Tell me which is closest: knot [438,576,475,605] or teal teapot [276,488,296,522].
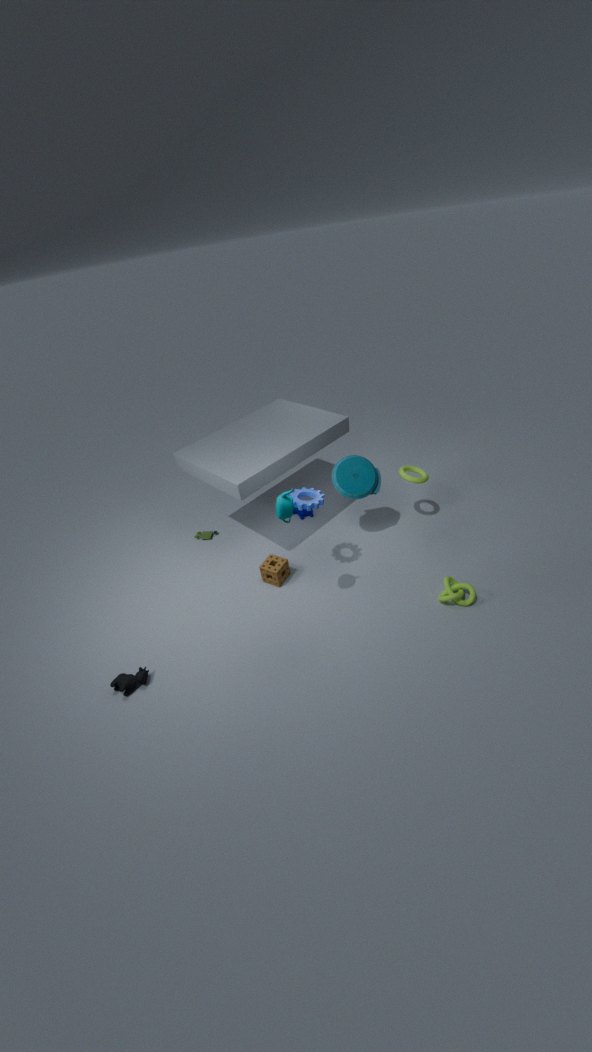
teal teapot [276,488,296,522]
